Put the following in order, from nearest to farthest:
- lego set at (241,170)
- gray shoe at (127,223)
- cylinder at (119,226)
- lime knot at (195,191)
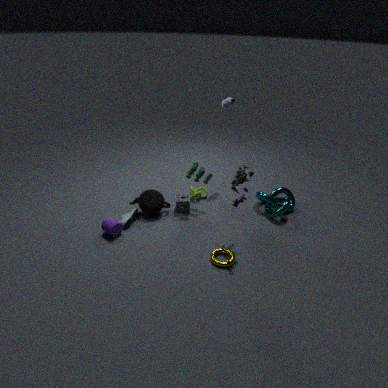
lego set at (241,170), cylinder at (119,226), gray shoe at (127,223), lime knot at (195,191)
